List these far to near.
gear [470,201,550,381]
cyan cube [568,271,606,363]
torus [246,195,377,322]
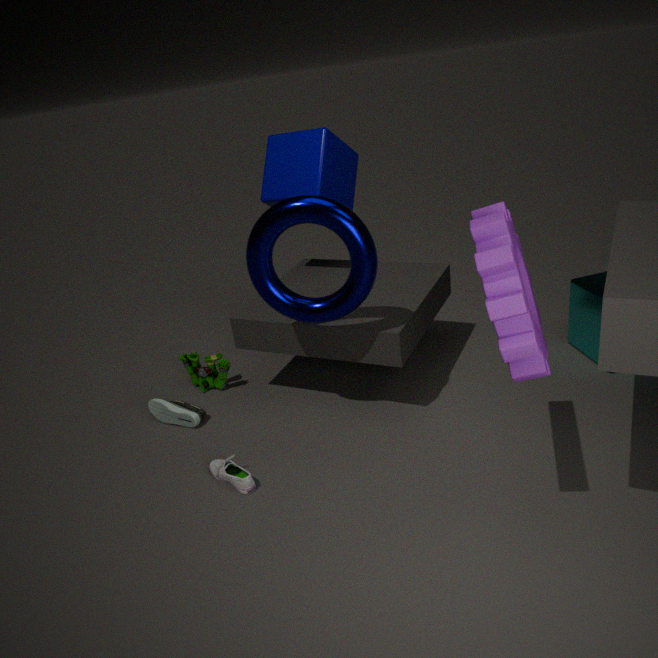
cyan cube [568,271,606,363] < torus [246,195,377,322] < gear [470,201,550,381]
